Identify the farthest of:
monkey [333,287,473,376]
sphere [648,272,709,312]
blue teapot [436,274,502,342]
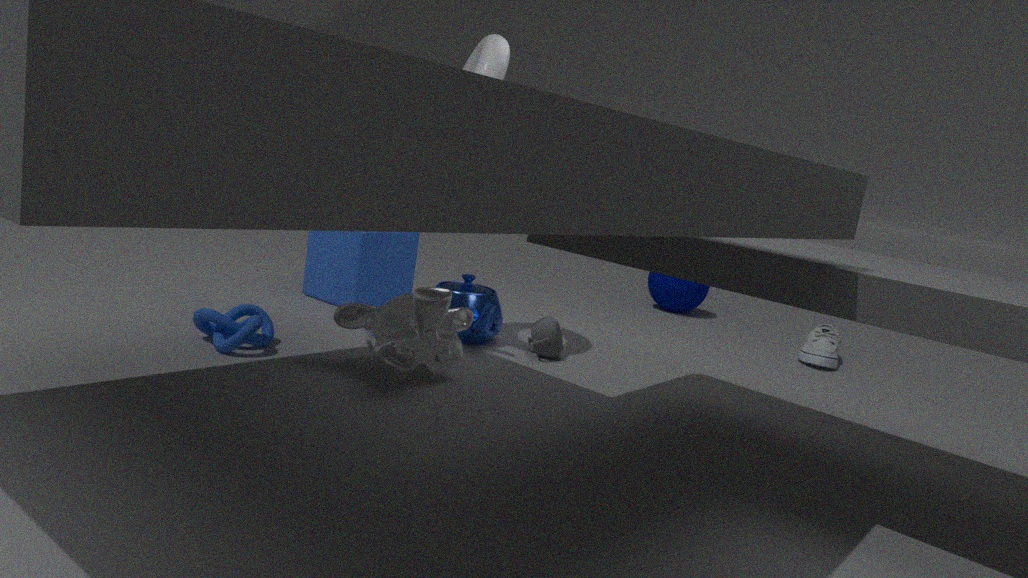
sphere [648,272,709,312]
